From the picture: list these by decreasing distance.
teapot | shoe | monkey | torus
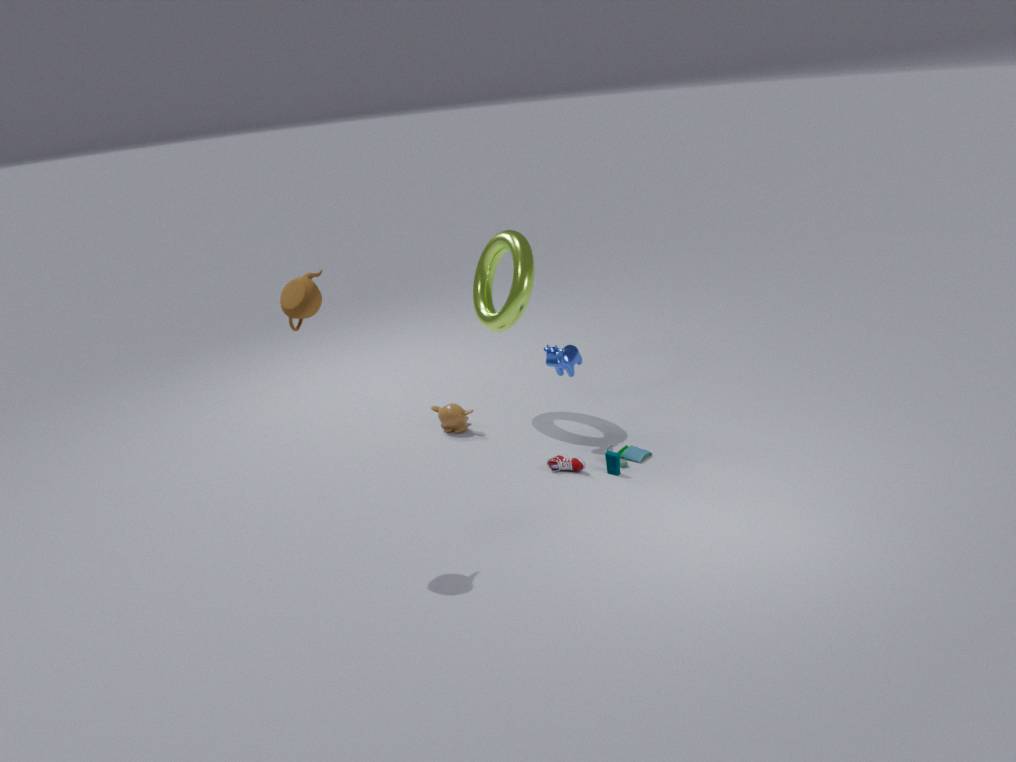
monkey < torus < shoe < teapot
